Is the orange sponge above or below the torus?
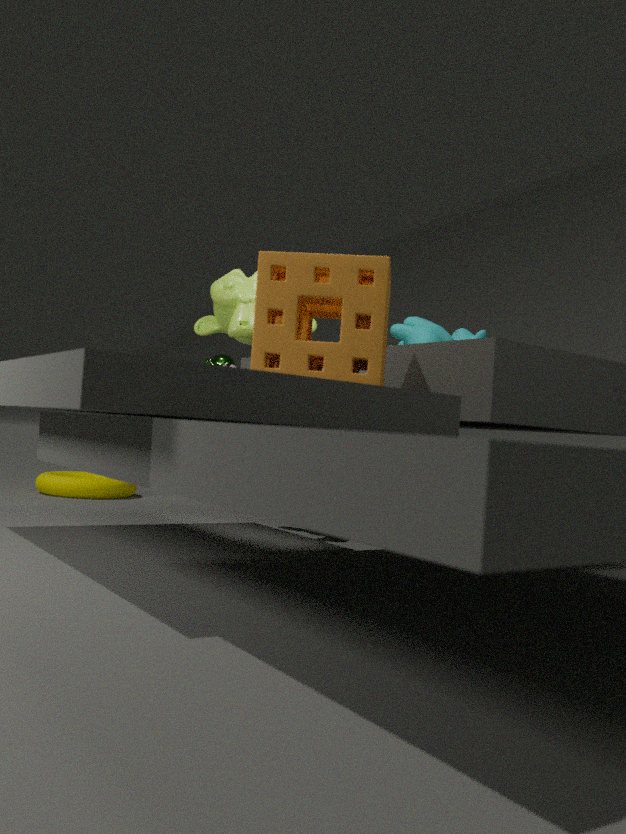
above
